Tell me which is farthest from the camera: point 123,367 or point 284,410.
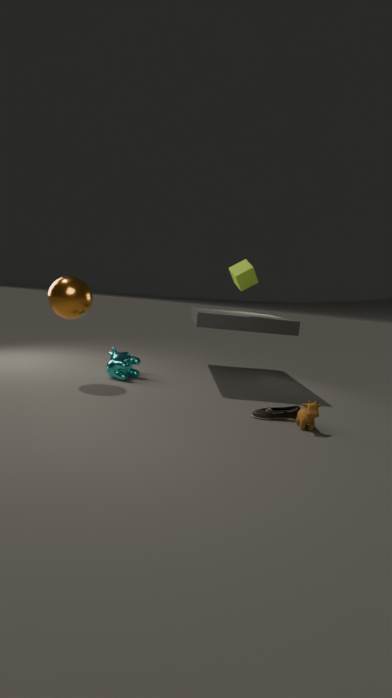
point 123,367
